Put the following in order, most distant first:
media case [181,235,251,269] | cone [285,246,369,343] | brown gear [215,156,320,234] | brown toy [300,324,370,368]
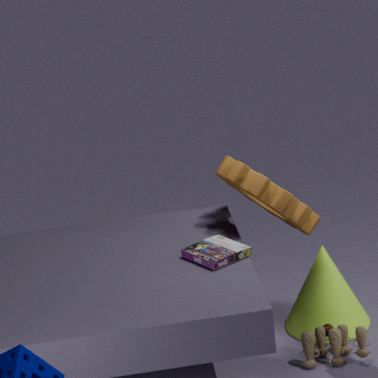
cone [285,246,369,343], brown toy [300,324,370,368], brown gear [215,156,320,234], media case [181,235,251,269]
